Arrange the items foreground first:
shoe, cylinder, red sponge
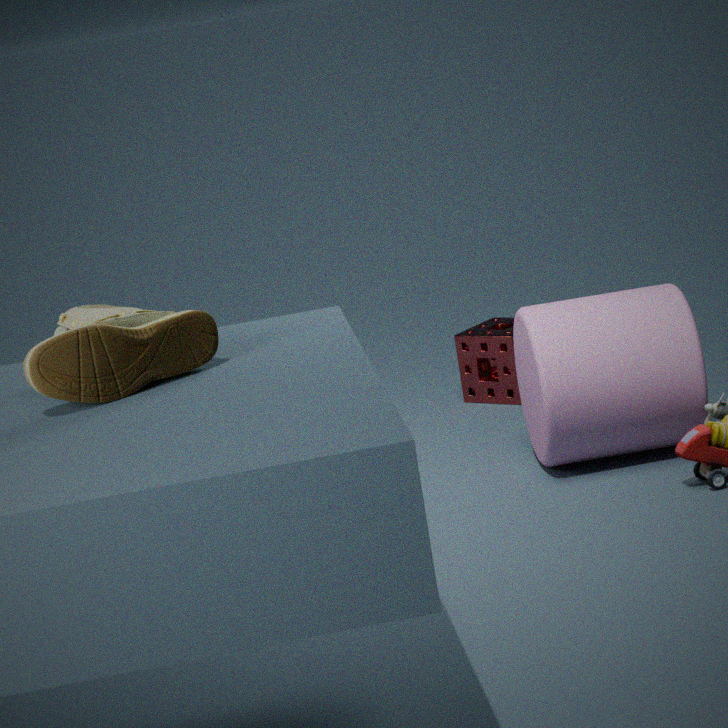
shoe < cylinder < red sponge
